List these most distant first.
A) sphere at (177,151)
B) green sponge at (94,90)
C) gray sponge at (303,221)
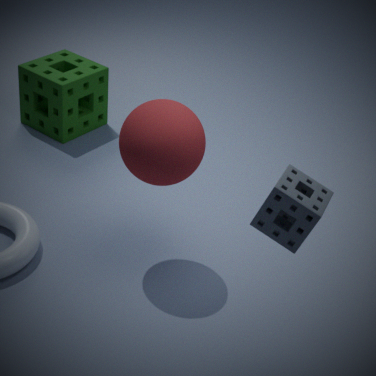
green sponge at (94,90) → sphere at (177,151) → gray sponge at (303,221)
